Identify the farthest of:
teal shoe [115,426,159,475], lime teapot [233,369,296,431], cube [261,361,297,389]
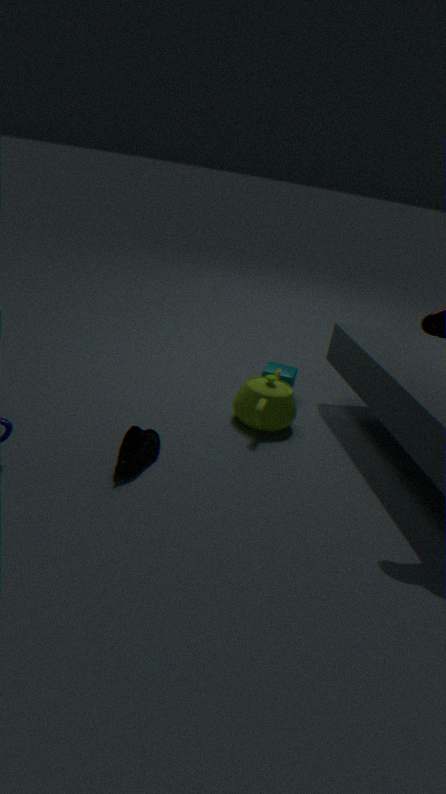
cube [261,361,297,389]
